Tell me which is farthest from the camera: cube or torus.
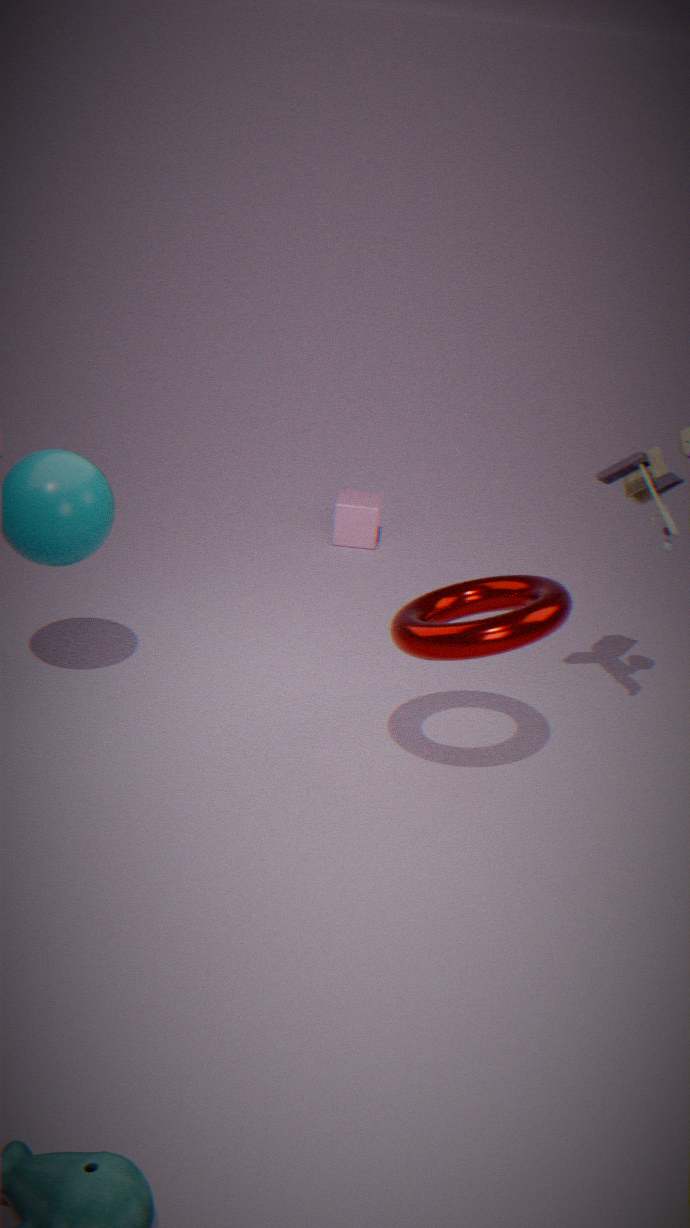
cube
